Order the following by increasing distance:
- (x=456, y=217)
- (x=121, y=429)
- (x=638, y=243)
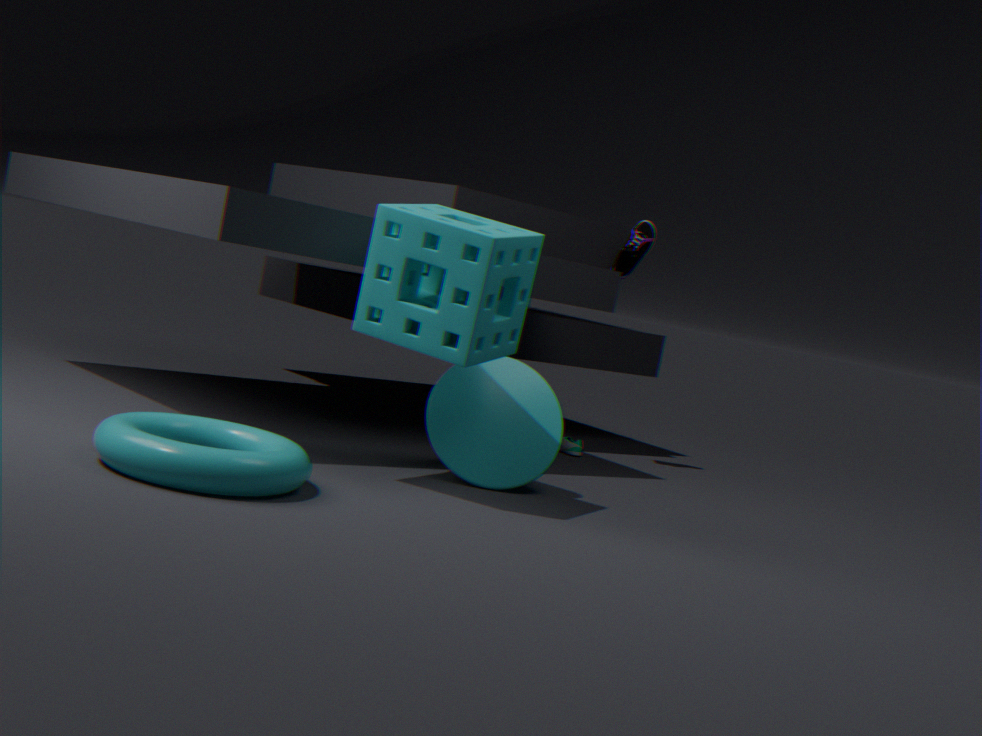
(x=121, y=429)
(x=456, y=217)
(x=638, y=243)
